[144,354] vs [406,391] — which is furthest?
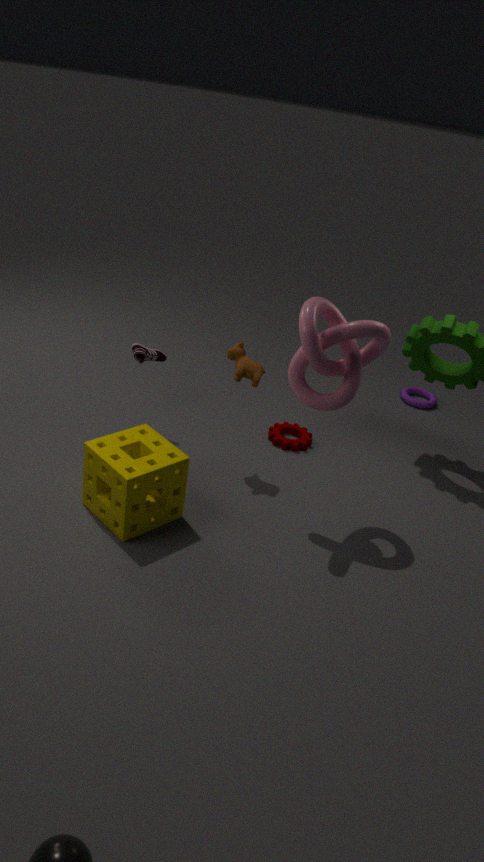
[406,391]
